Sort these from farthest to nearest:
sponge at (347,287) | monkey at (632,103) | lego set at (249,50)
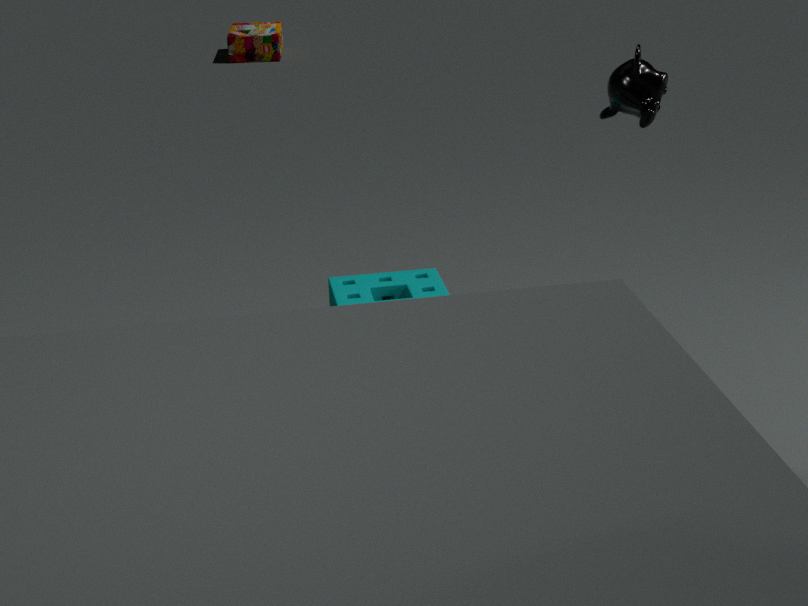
lego set at (249,50) < sponge at (347,287) < monkey at (632,103)
